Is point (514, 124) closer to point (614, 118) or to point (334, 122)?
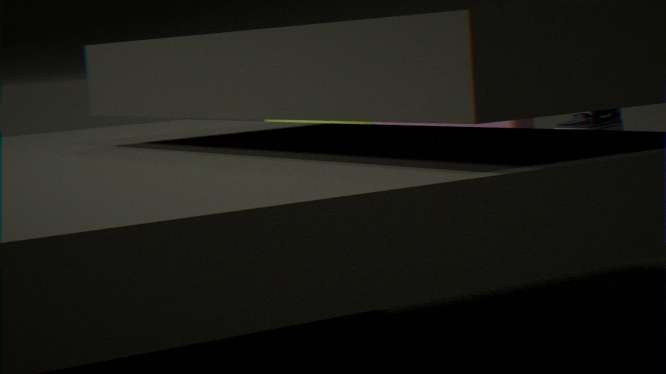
point (334, 122)
